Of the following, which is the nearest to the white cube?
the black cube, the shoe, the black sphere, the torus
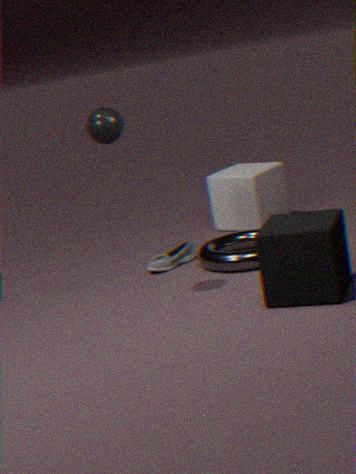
the torus
